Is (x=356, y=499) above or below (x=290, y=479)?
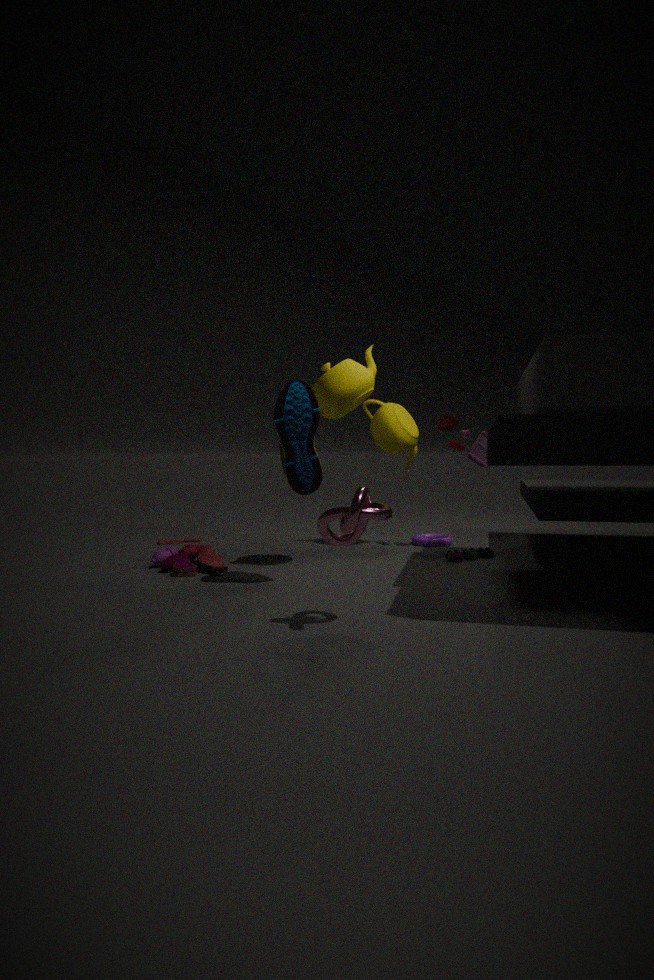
below
